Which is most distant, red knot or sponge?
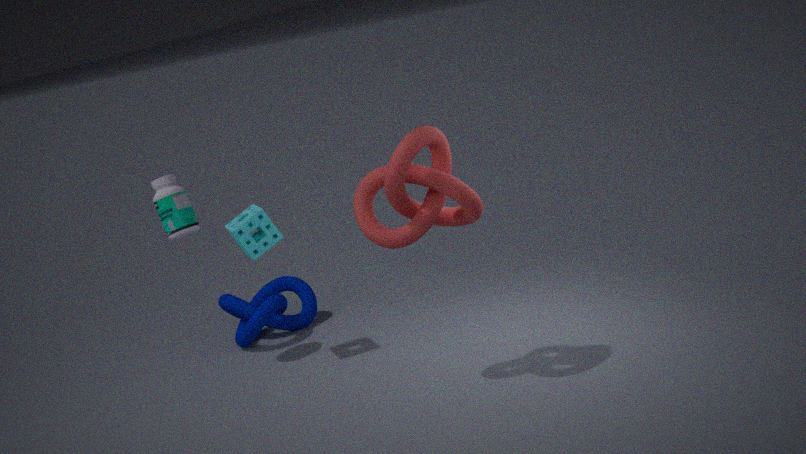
sponge
